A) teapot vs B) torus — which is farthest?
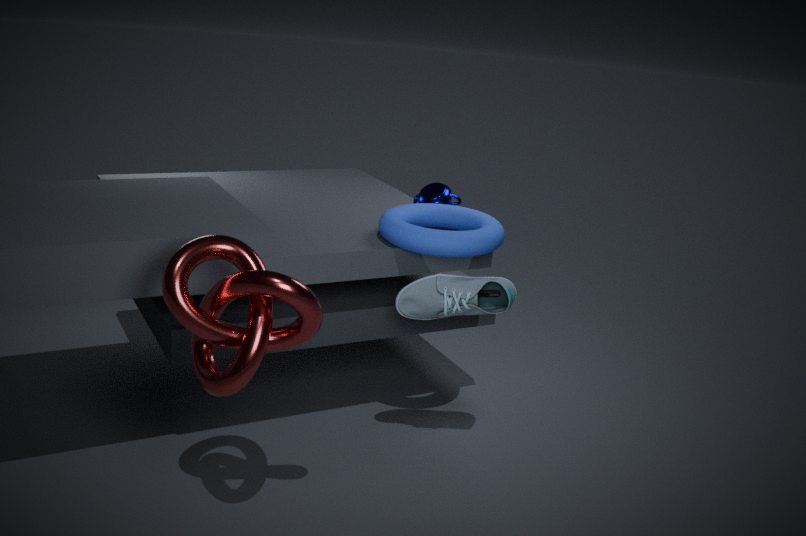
A. teapot
